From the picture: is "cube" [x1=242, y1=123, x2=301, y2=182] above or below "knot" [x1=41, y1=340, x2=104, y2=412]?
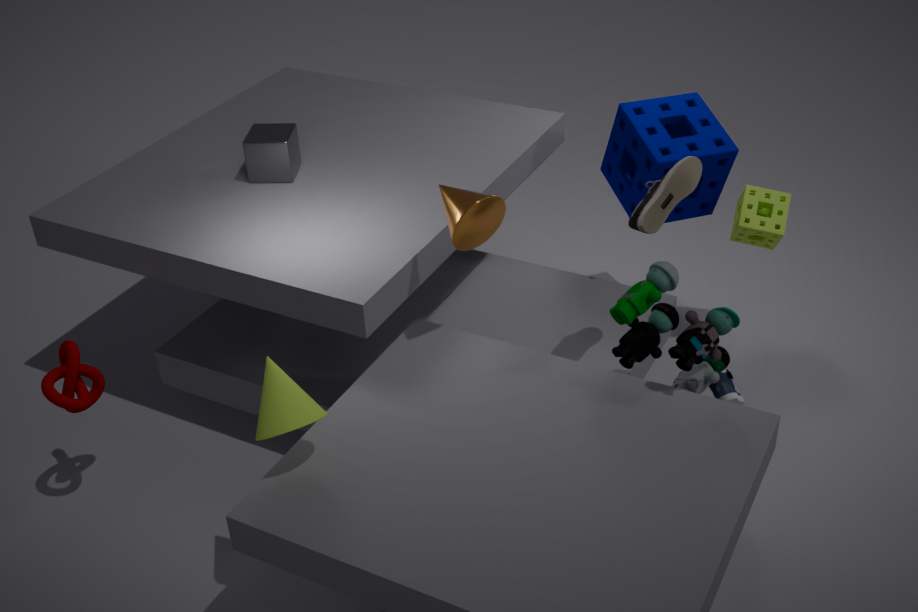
above
